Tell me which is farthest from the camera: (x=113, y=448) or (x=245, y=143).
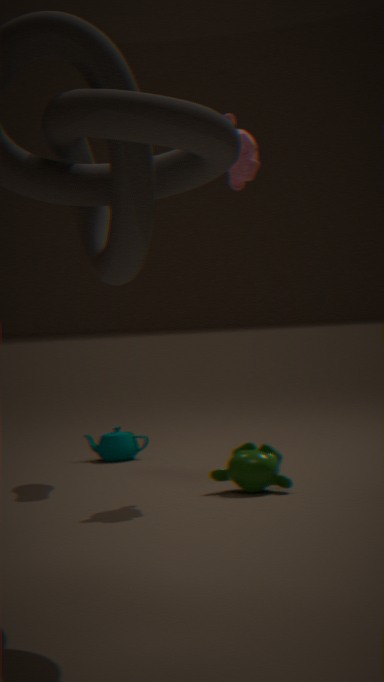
(x=113, y=448)
